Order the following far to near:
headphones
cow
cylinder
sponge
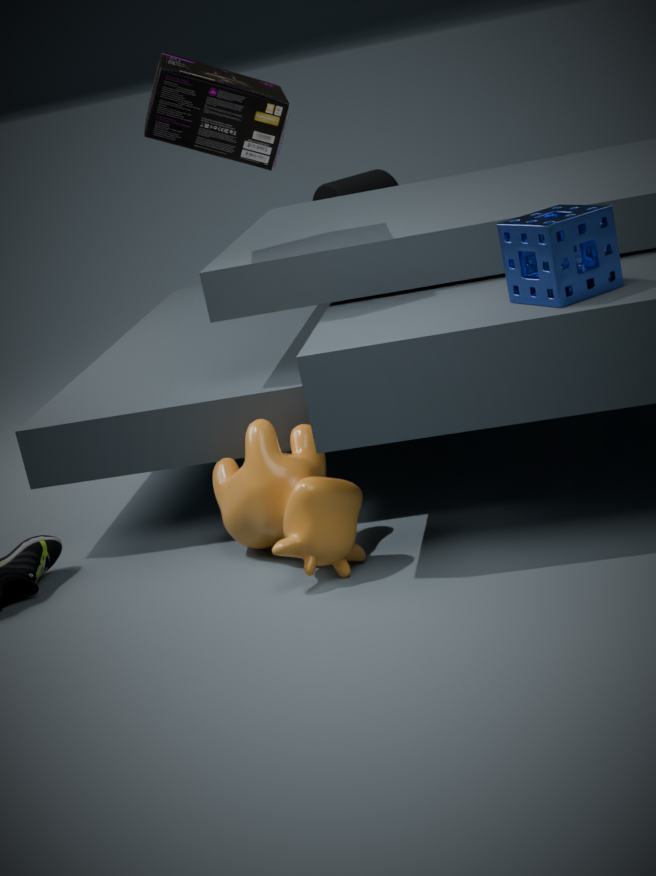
cylinder
headphones
cow
sponge
